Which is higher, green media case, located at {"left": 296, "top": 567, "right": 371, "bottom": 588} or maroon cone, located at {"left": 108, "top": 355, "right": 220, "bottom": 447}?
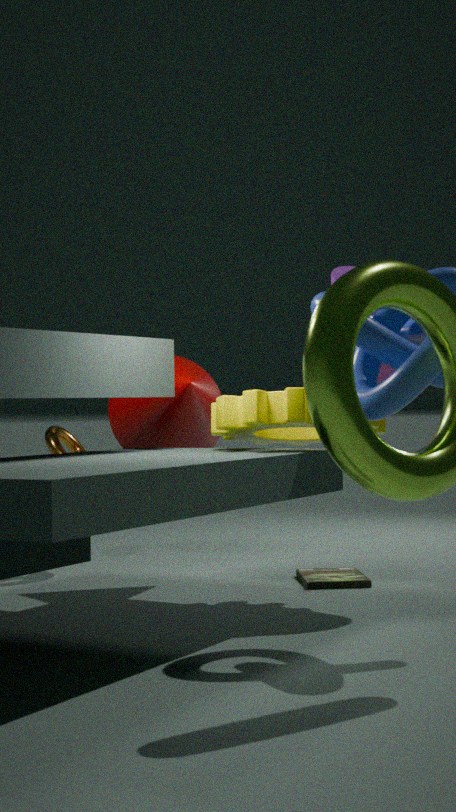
maroon cone, located at {"left": 108, "top": 355, "right": 220, "bottom": 447}
